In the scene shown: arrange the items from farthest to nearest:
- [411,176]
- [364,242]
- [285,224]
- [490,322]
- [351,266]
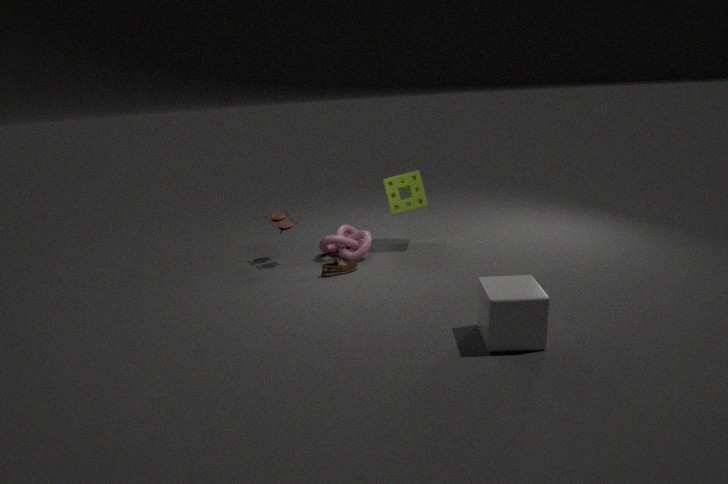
1. [411,176]
2. [364,242]
3. [285,224]
4. [351,266]
5. [490,322]
